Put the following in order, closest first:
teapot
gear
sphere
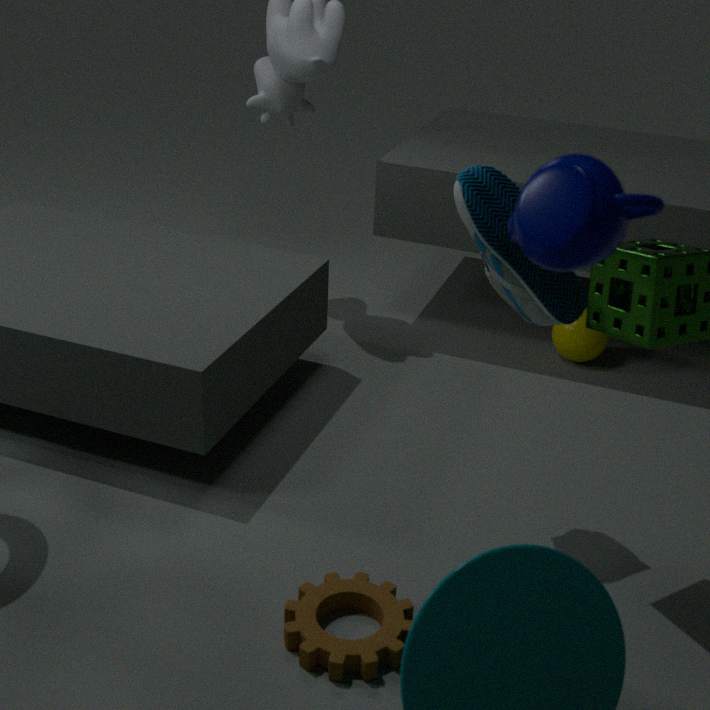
teapot, gear, sphere
